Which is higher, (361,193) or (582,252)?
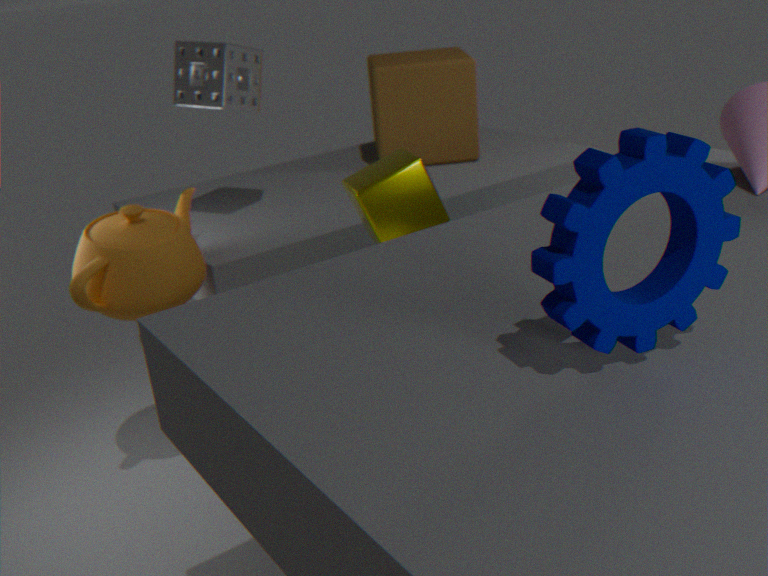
(582,252)
